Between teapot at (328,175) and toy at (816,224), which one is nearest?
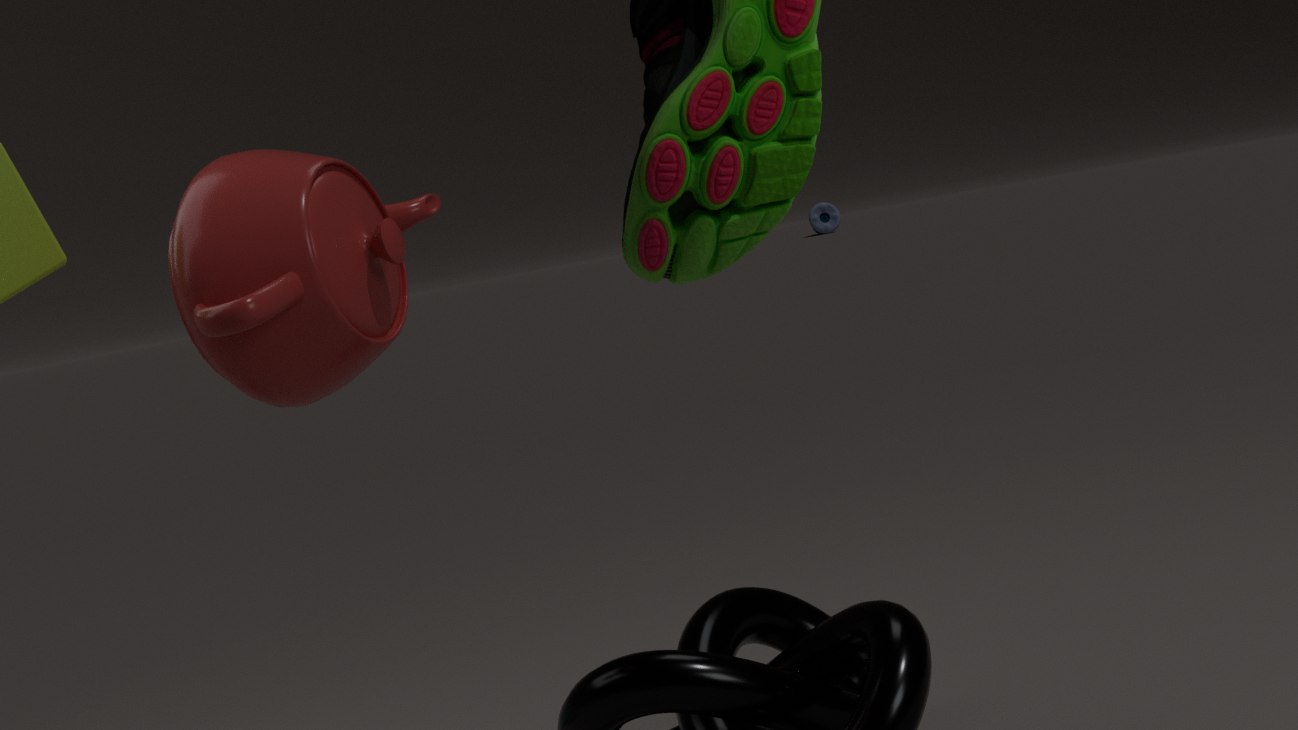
teapot at (328,175)
